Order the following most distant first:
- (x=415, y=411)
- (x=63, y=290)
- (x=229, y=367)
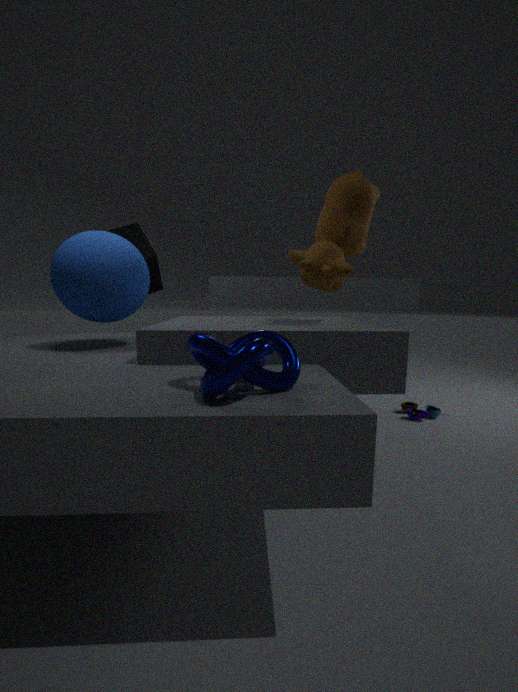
(x=415, y=411), (x=63, y=290), (x=229, y=367)
